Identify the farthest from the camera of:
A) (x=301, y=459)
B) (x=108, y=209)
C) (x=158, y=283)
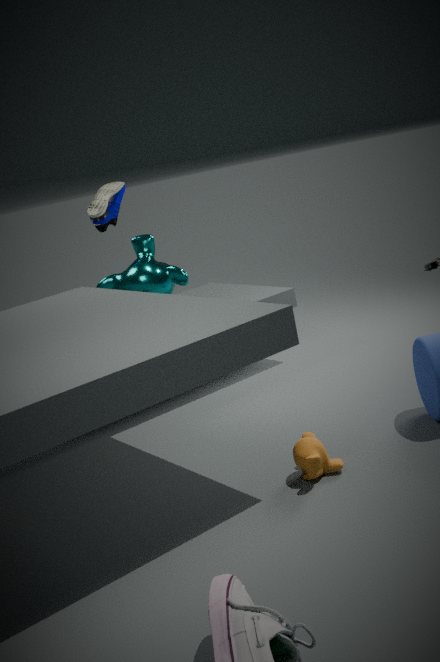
(x=108, y=209)
